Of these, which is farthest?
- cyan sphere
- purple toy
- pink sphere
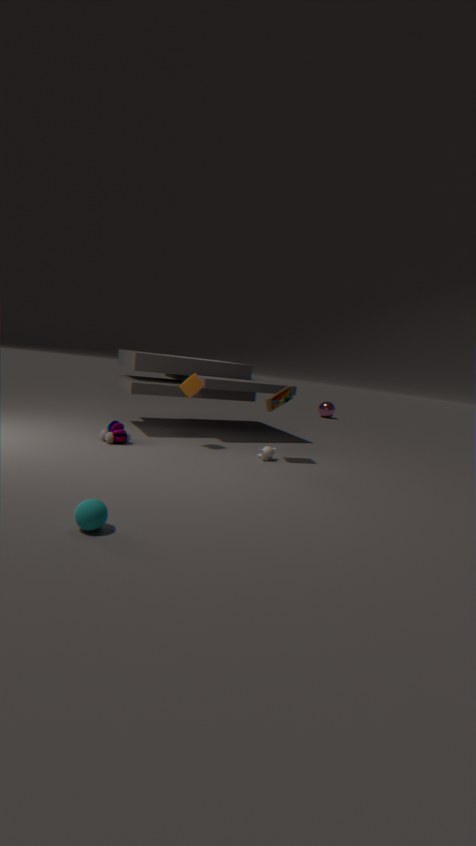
pink sphere
